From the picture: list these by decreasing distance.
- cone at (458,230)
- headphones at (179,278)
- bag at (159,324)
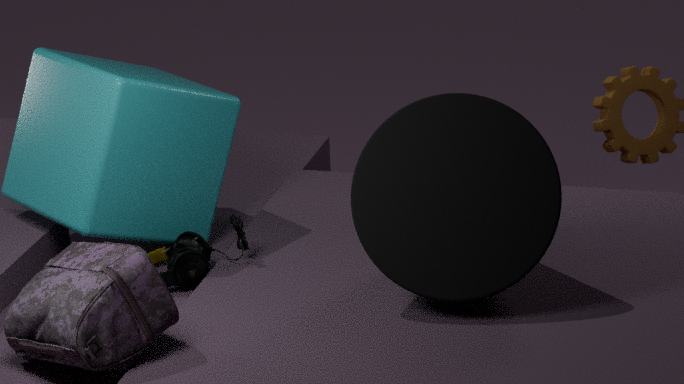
1. headphones at (179,278)
2. cone at (458,230)
3. bag at (159,324)
